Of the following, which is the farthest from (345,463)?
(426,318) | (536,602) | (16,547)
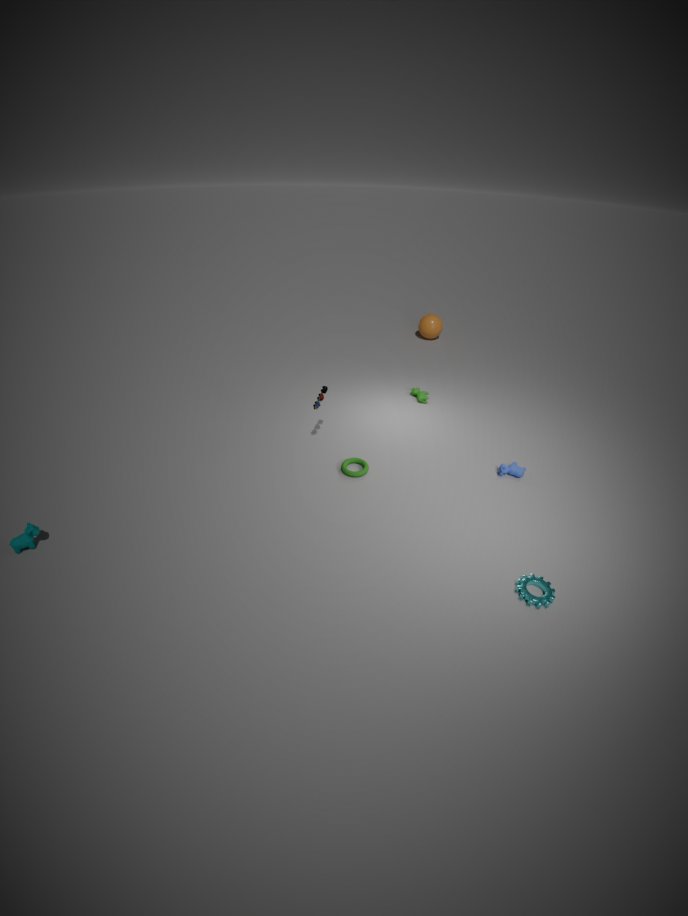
(426,318)
